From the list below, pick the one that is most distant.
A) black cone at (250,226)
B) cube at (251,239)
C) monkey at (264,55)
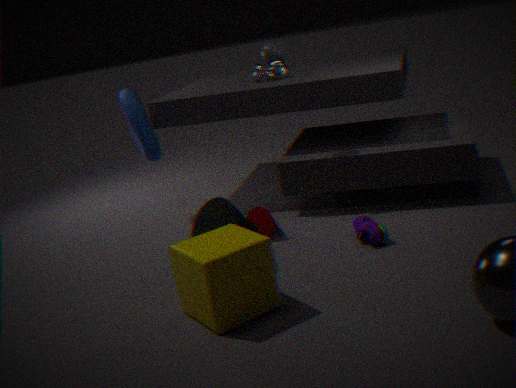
monkey at (264,55)
